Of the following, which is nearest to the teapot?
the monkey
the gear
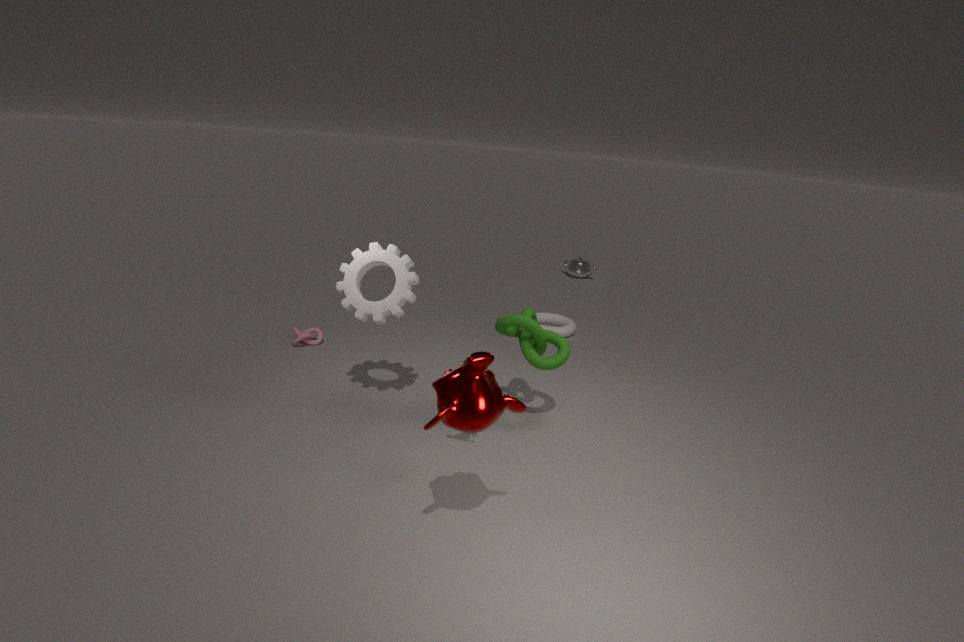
the gear
